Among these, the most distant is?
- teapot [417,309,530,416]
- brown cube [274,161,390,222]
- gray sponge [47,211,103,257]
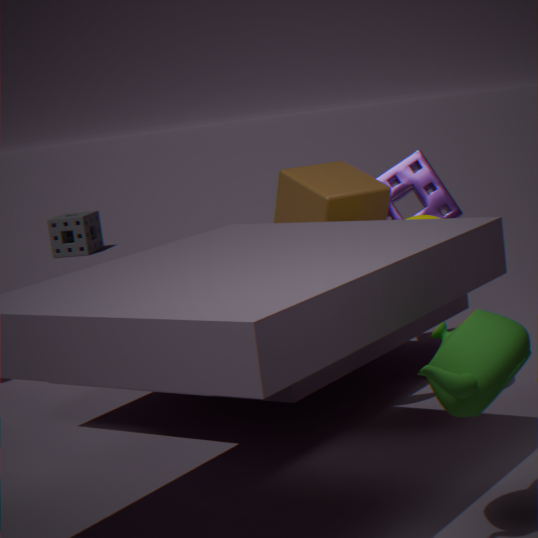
gray sponge [47,211,103,257]
